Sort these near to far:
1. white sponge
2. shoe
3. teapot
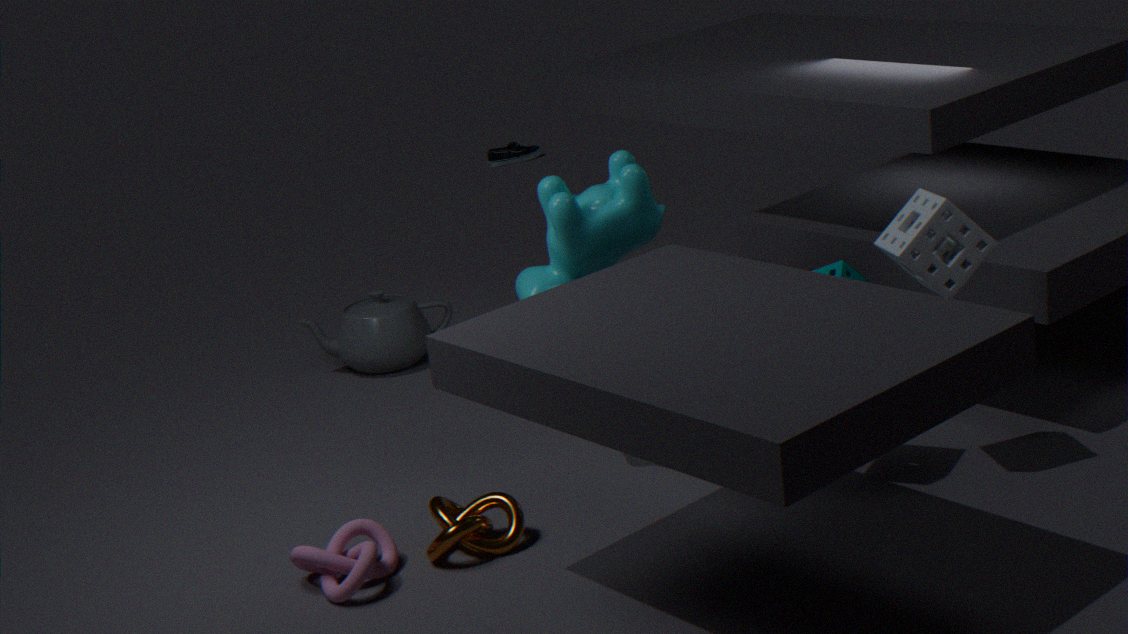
white sponge, teapot, shoe
